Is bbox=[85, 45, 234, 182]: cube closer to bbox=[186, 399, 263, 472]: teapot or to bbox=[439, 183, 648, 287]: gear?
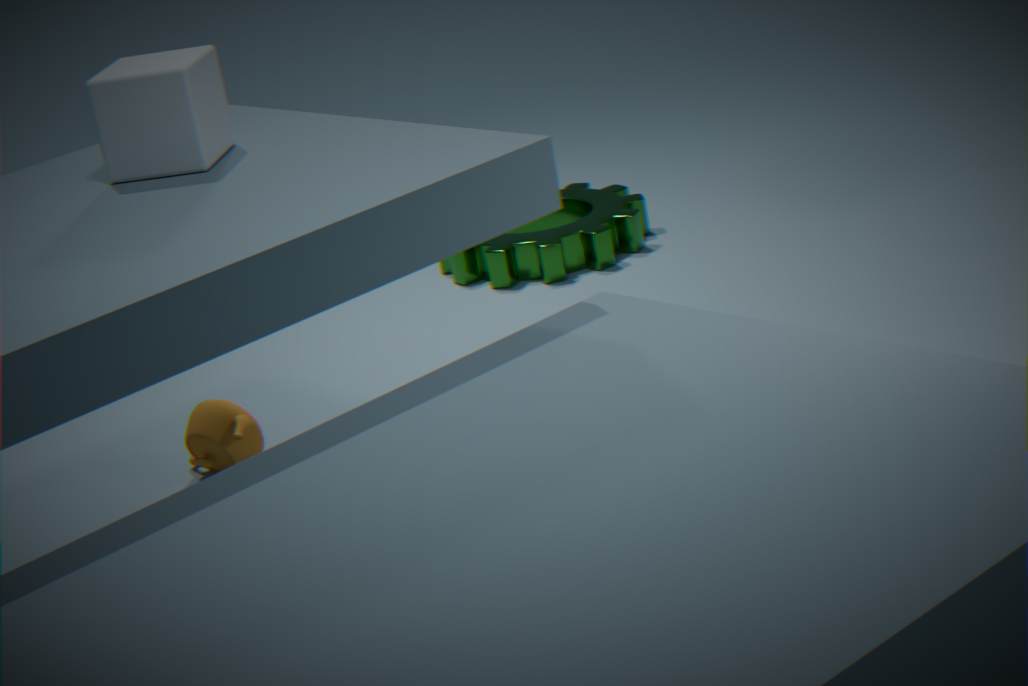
bbox=[186, 399, 263, 472]: teapot
